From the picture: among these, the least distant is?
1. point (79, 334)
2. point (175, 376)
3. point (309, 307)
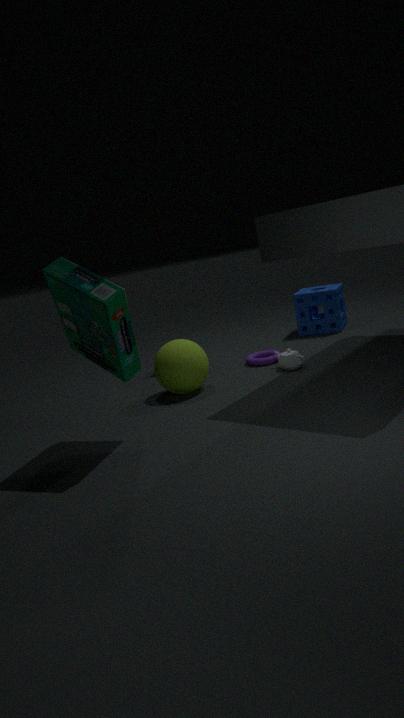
point (79, 334)
